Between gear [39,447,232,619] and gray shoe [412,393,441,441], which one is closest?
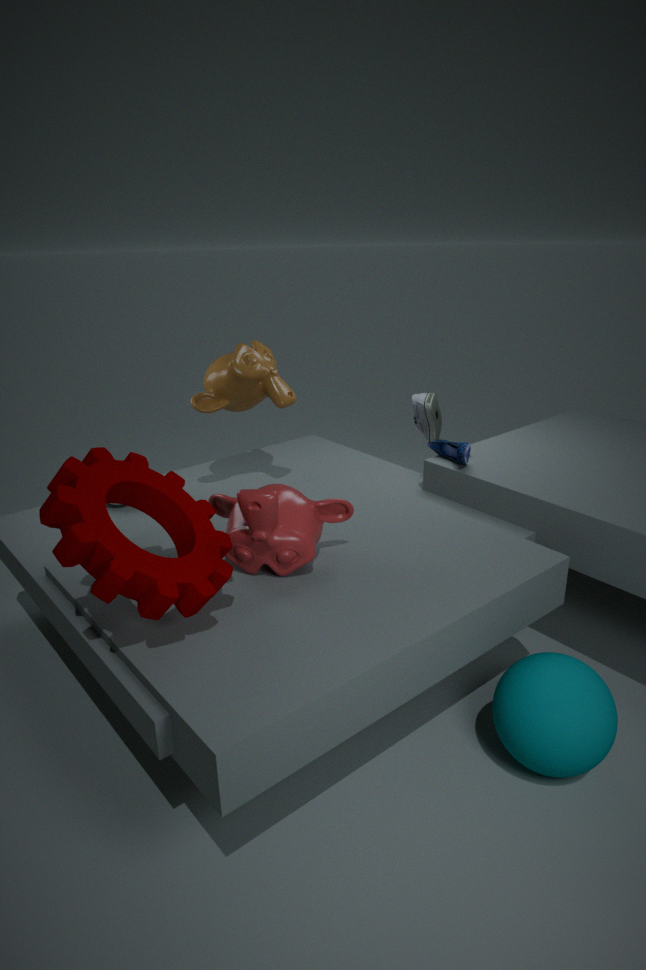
gear [39,447,232,619]
